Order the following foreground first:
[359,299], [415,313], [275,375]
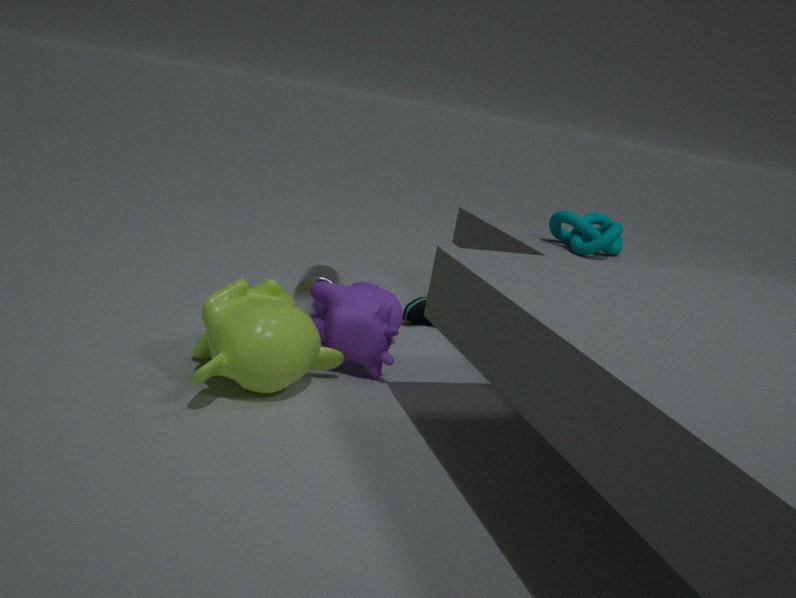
[275,375]
[359,299]
[415,313]
